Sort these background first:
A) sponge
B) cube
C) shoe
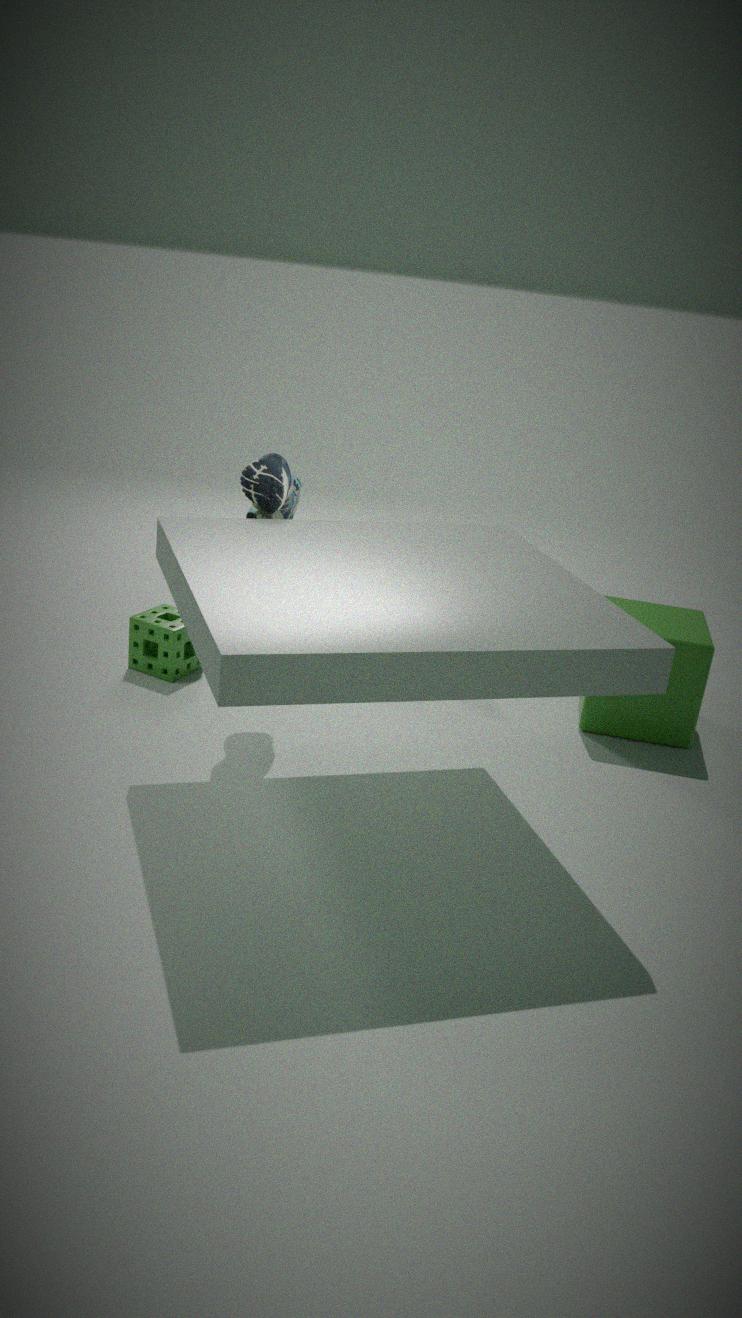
sponge, cube, shoe
